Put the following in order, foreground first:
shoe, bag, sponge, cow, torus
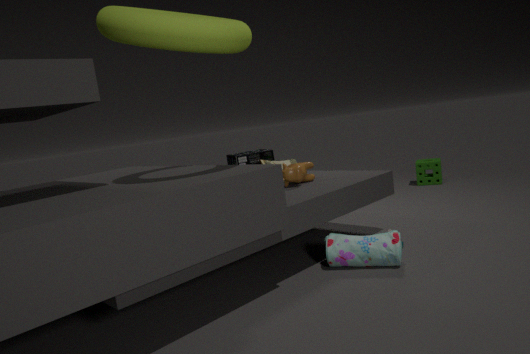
torus
bag
cow
shoe
sponge
